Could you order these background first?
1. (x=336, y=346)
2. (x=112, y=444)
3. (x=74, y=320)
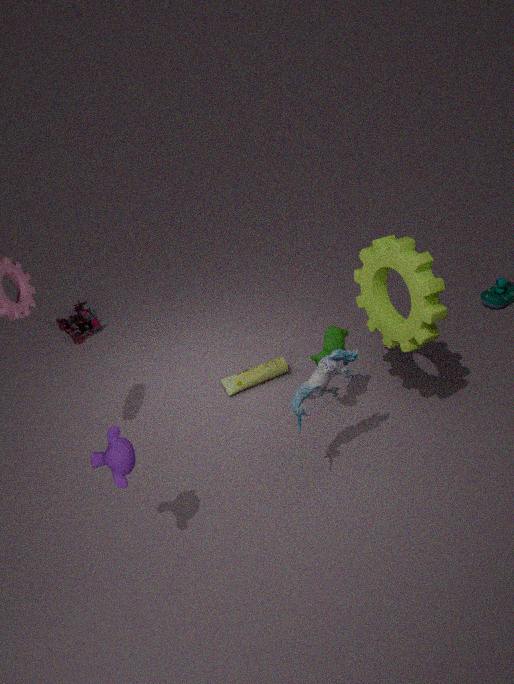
1. (x=74, y=320)
2. (x=336, y=346)
3. (x=112, y=444)
